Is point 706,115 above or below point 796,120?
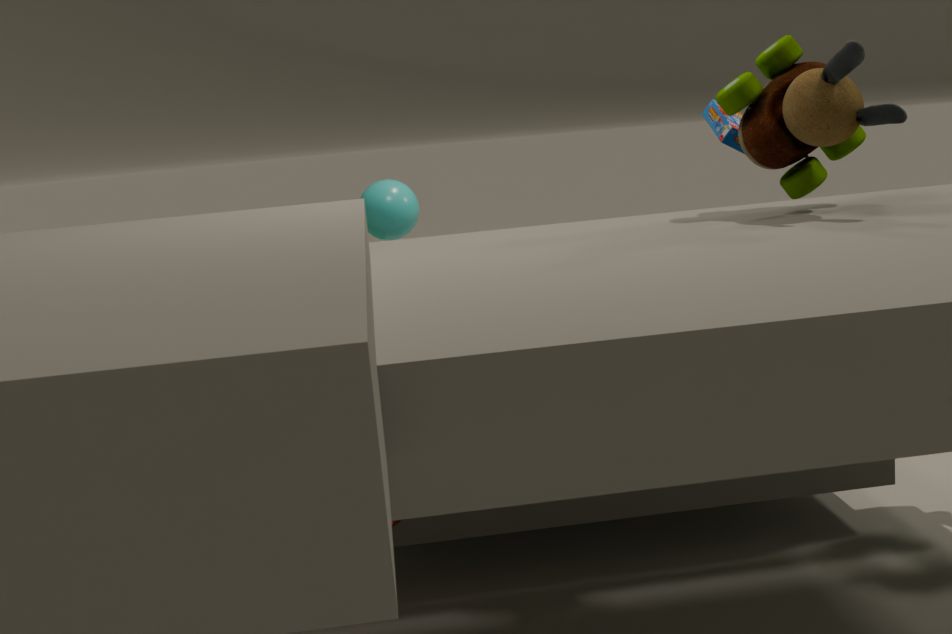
below
